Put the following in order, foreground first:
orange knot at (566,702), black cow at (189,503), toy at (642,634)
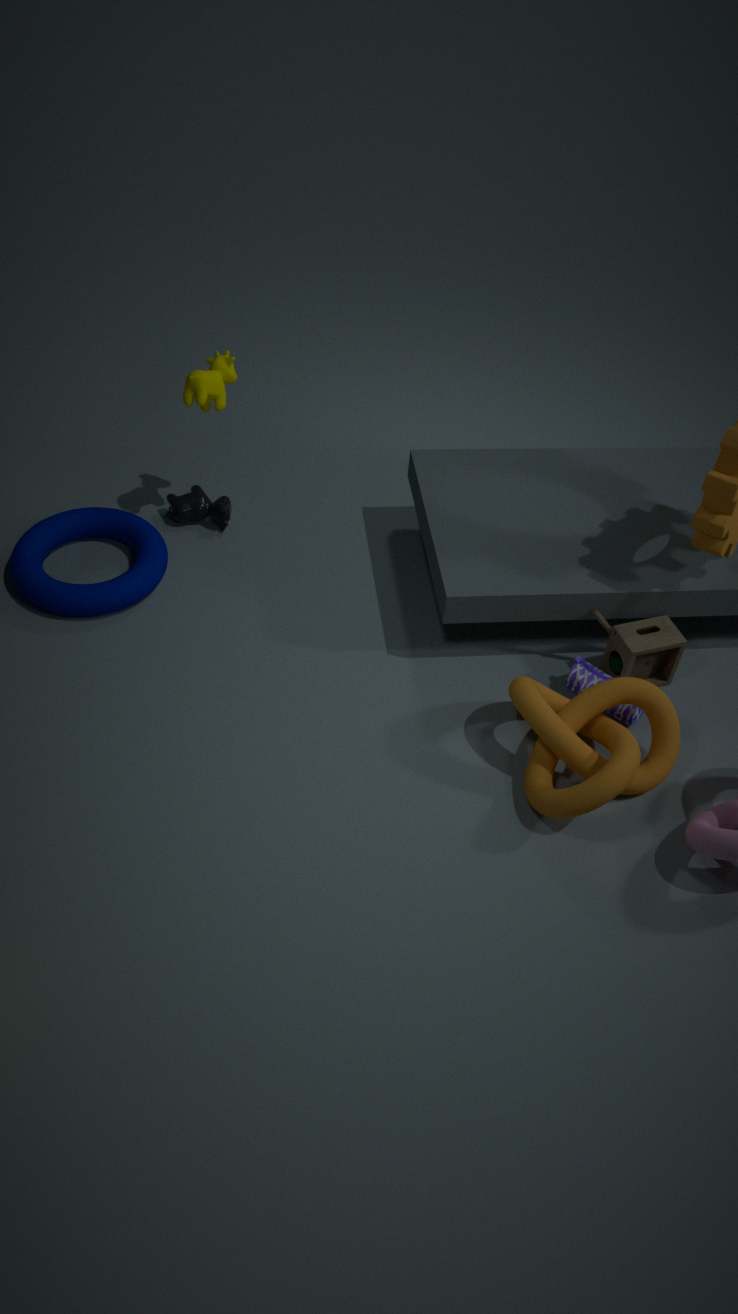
orange knot at (566,702) → toy at (642,634) → black cow at (189,503)
